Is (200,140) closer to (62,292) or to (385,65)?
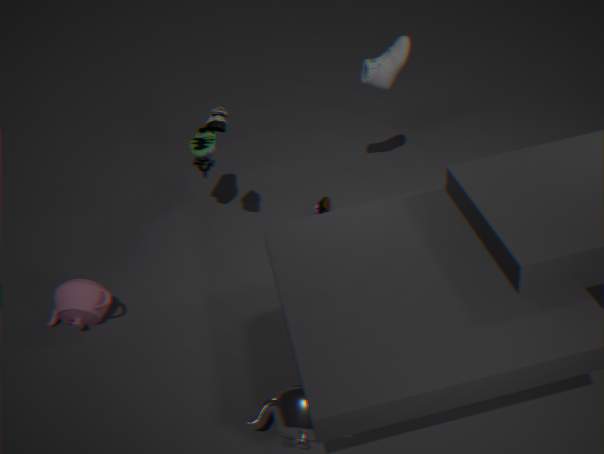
(62,292)
